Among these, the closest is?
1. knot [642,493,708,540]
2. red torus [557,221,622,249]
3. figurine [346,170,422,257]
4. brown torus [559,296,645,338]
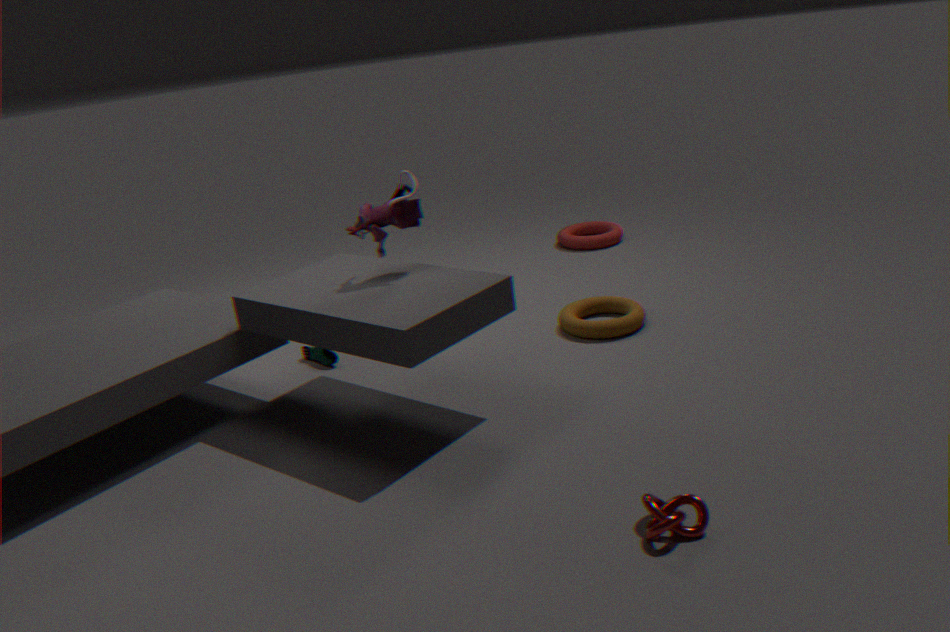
knot [642,493,708,540]
